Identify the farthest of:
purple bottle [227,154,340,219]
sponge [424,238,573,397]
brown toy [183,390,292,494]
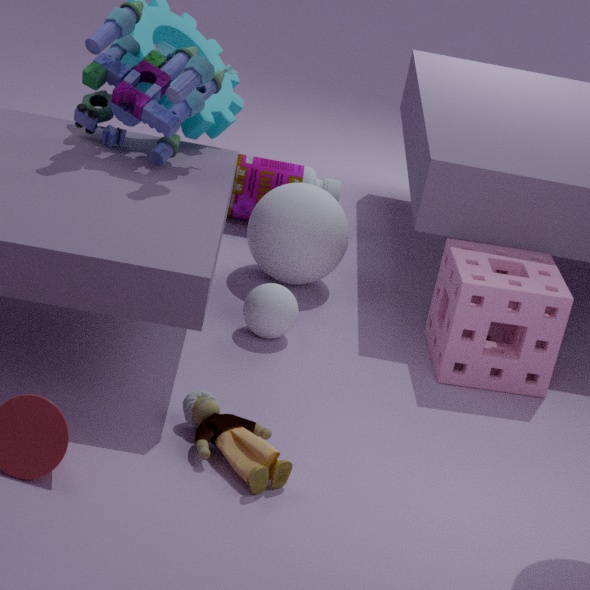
purple bottle [227,154,340,219]
